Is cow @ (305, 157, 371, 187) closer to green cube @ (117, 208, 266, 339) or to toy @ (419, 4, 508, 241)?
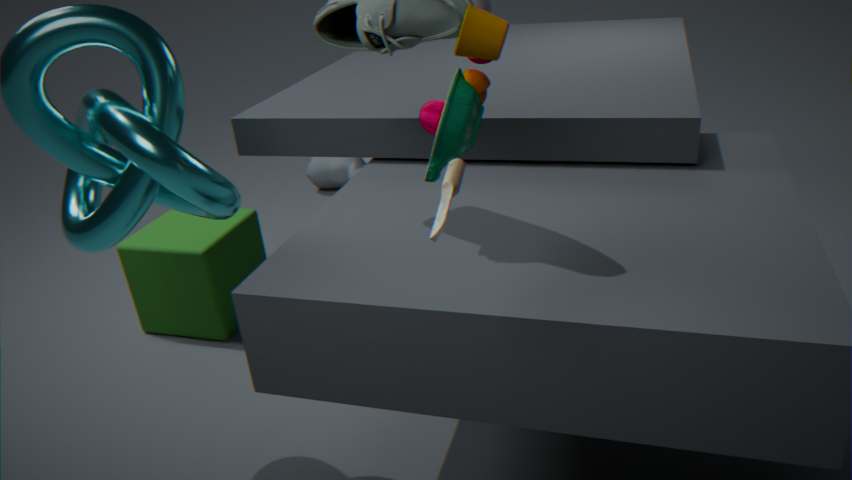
green cube @ (117, 208, 266, 339)
